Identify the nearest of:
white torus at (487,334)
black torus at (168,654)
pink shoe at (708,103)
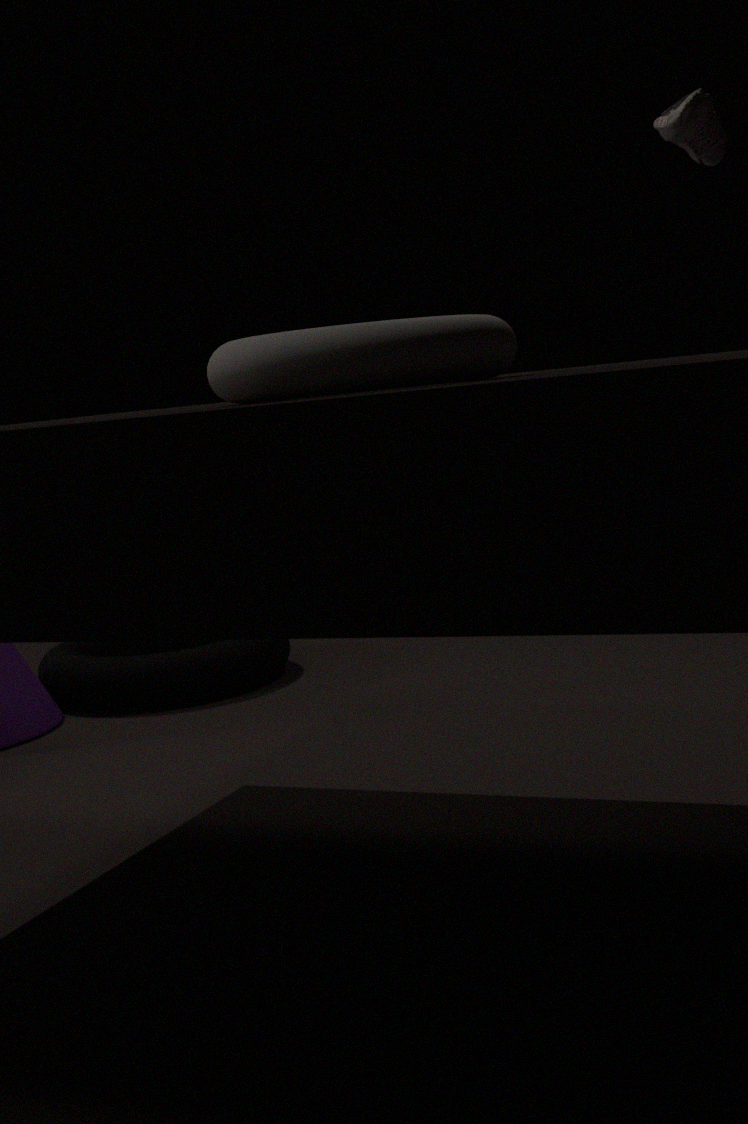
white torus at (487,334)
